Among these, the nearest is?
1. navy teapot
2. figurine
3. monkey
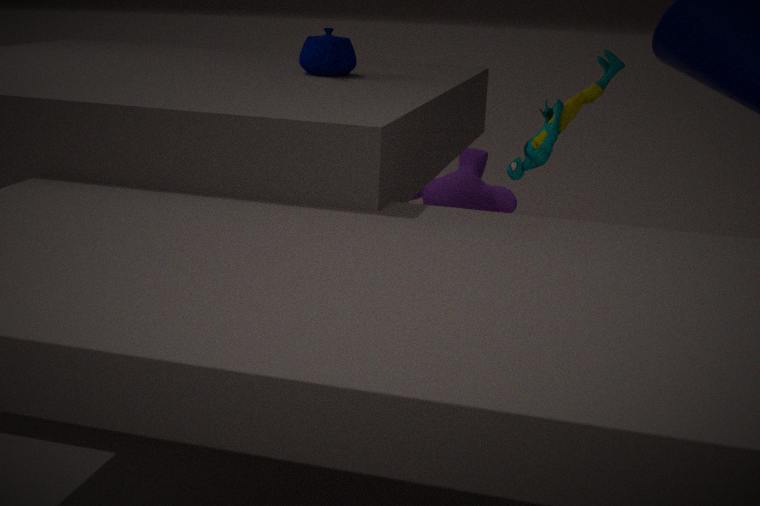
figurine
